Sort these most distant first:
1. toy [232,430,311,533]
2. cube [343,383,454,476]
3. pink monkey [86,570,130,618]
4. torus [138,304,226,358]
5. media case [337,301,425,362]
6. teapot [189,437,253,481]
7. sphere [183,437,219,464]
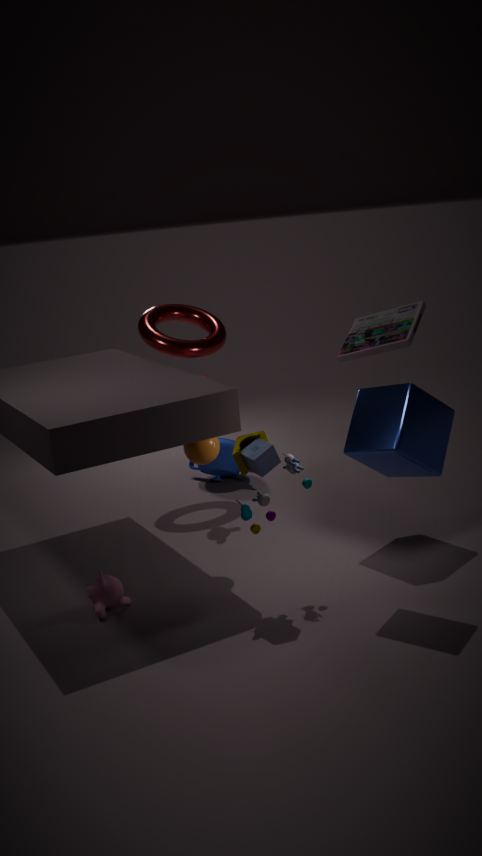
teapot [189,437,253,481] → torus [138,304,226,358] → sphere [183,437,219,464] → cube [343,383,454,476] → pink monkey [86,570,130,618] → toy [232,430,311,533] → media case [337,301,425,362]
